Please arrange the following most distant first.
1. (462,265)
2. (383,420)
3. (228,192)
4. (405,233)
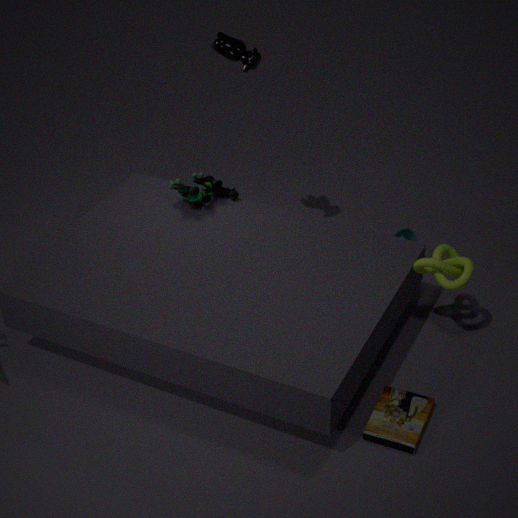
(405,233), (228,192), (462,265), (383,420)
